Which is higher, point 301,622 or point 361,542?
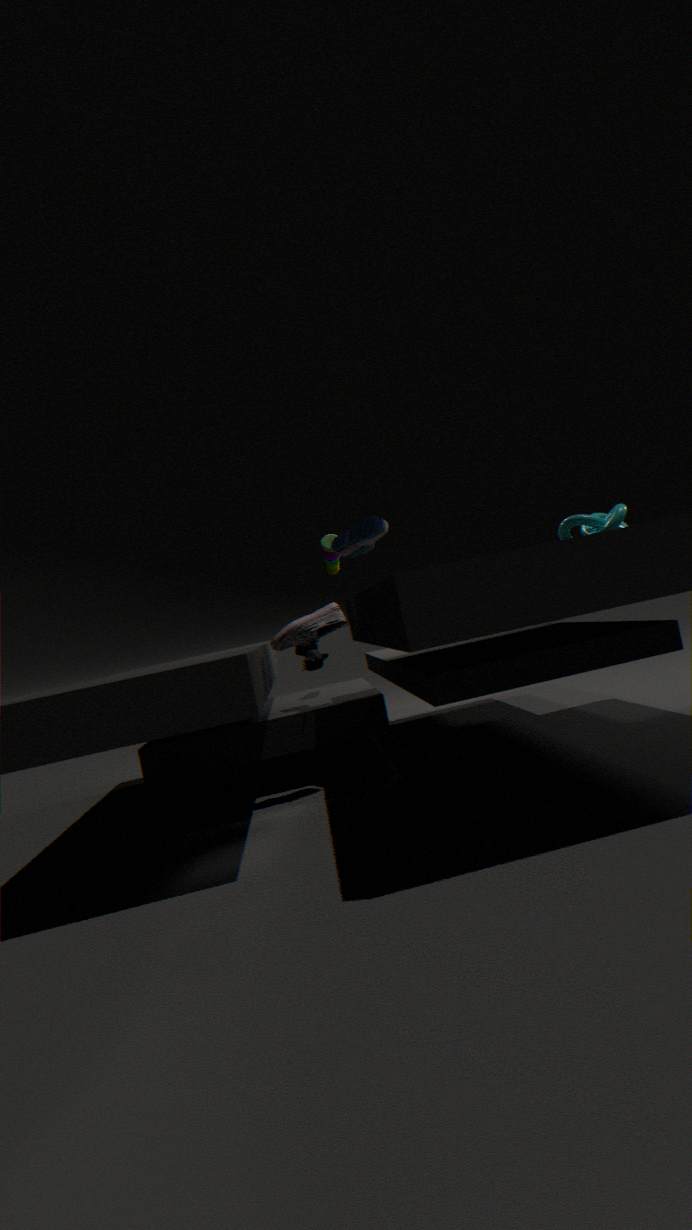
point 361,542
